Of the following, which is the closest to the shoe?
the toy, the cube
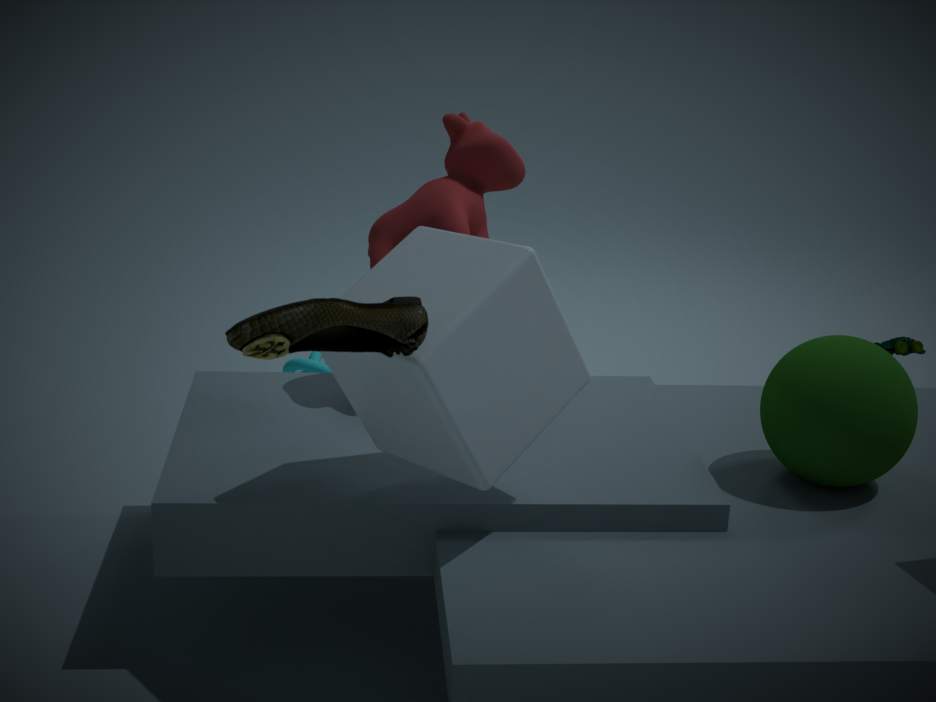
the cube
